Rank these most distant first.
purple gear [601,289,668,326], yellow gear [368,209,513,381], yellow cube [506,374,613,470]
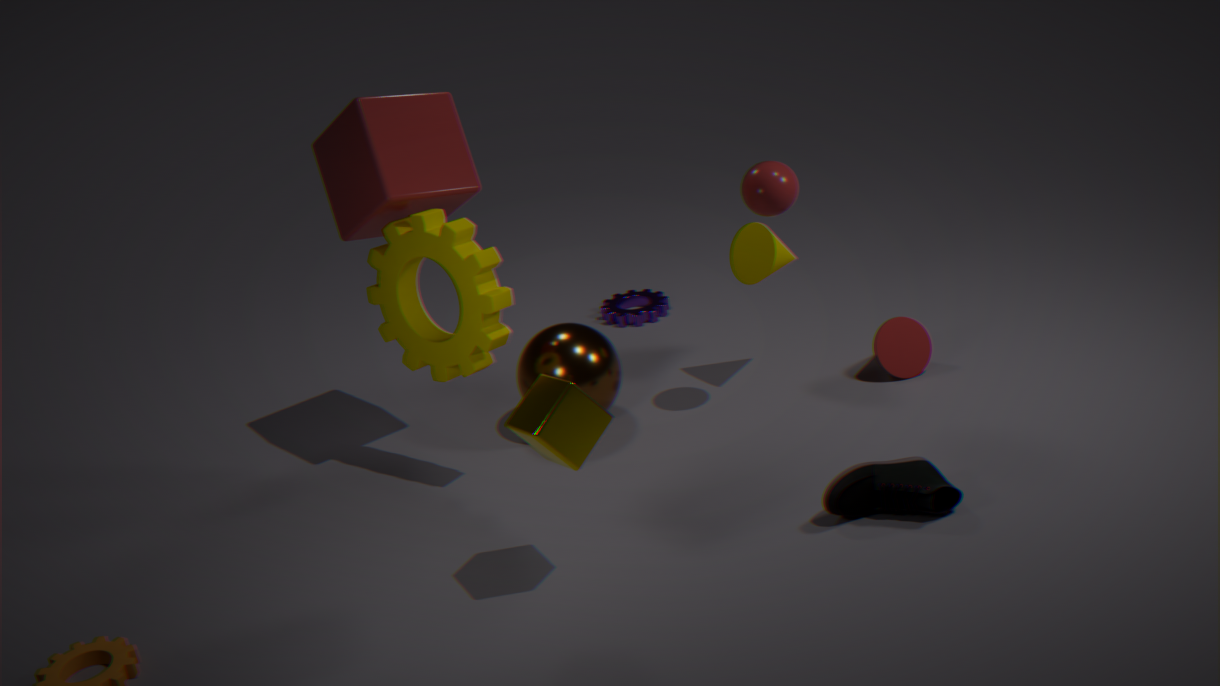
purple gear [601,289,668,326] < yellow gear [368,209,513,381] < yellow cube [506,374,613,470]
